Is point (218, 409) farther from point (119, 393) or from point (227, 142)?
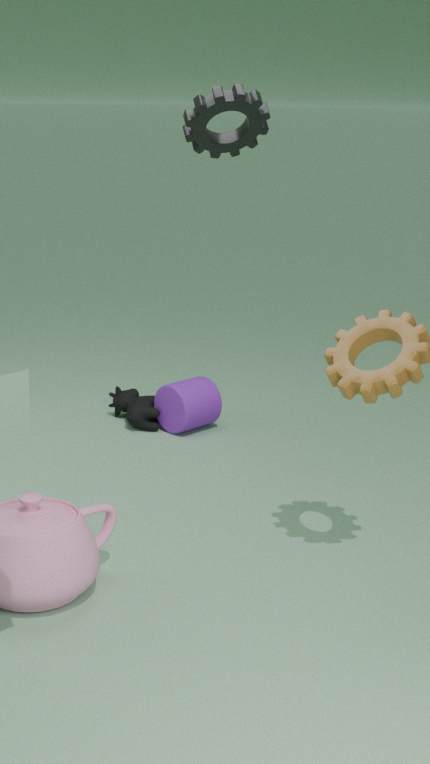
point (227, 142)
